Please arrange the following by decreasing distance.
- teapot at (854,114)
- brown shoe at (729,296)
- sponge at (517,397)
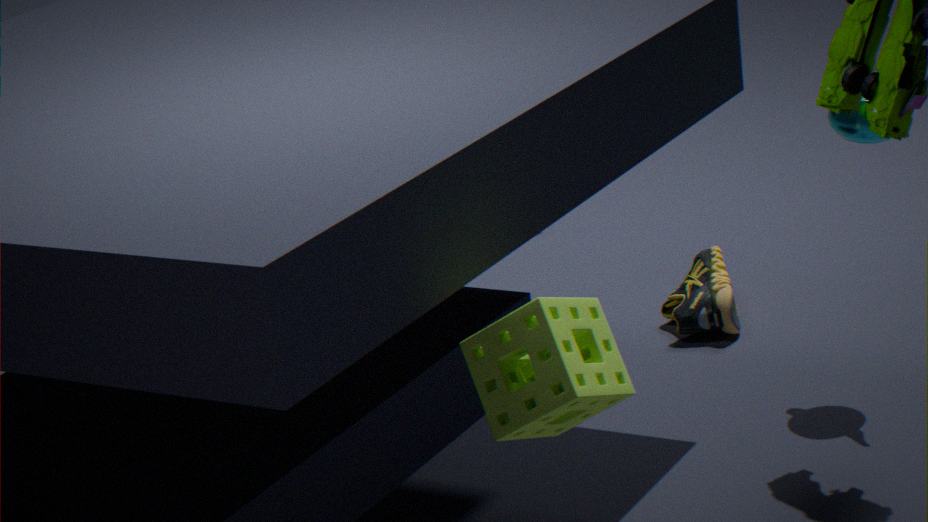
brown shoe at (729,296)
teapot at (854,114)
sponge at (517,397)
